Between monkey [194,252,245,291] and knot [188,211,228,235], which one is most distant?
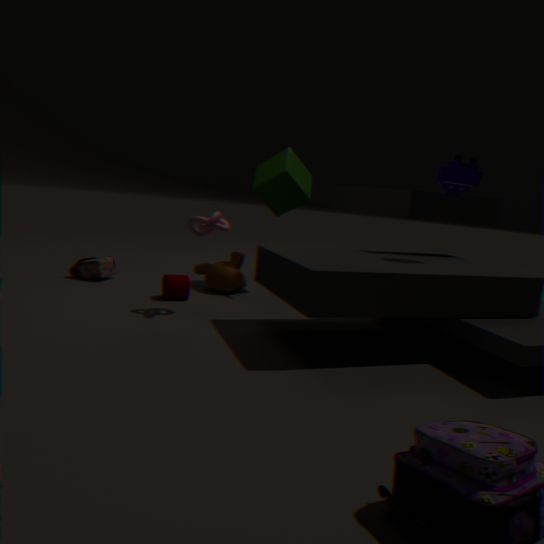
monkey [194,252,245,291]
